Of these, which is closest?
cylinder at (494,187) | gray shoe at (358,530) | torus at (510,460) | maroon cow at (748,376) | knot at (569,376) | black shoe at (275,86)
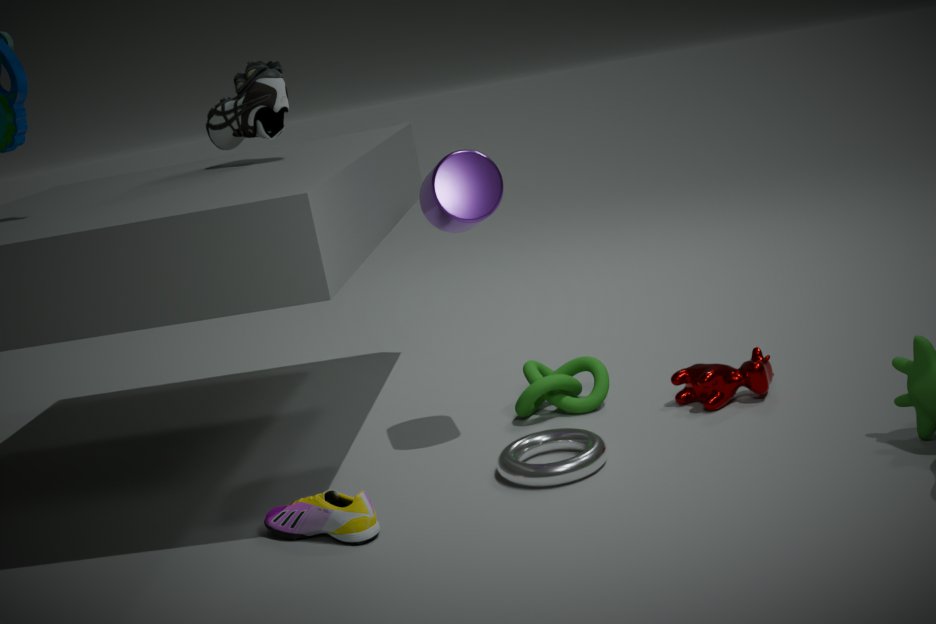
gray shoe at (358,530)
